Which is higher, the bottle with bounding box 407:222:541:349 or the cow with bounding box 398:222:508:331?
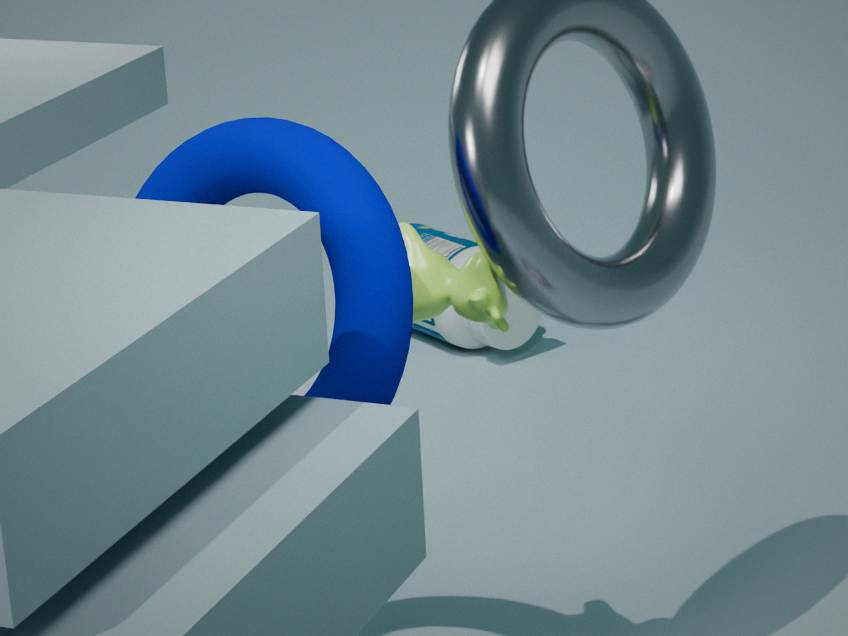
the cow with bounding box 398:222:508:331
